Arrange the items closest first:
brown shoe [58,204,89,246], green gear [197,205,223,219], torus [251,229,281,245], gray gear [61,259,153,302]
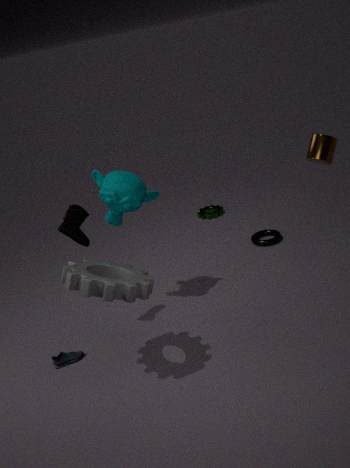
gray gear [61,259,153,302] < brown shoe [58,204,89,246] < torus [251,229,281,245] < green gear [197,205,223,219]
